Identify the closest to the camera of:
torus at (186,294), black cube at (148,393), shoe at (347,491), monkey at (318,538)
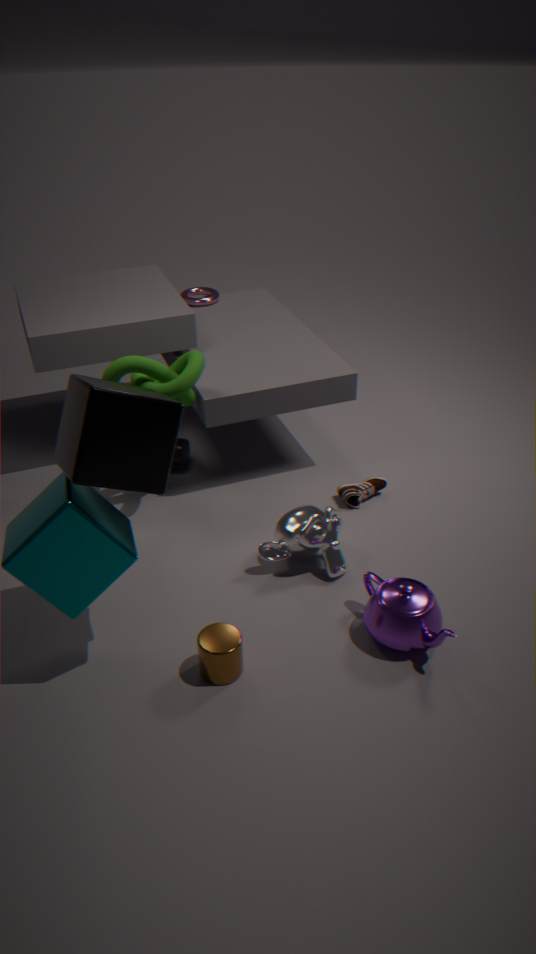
black cube at (148,393)
